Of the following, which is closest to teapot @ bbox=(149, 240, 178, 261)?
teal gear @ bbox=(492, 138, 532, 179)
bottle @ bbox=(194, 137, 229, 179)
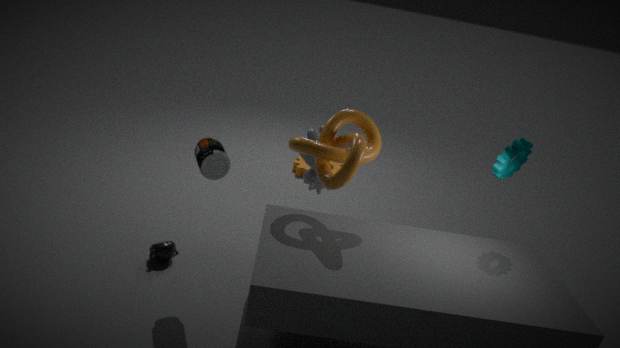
bottle @ bbox=(194, 137, 229, 179)
